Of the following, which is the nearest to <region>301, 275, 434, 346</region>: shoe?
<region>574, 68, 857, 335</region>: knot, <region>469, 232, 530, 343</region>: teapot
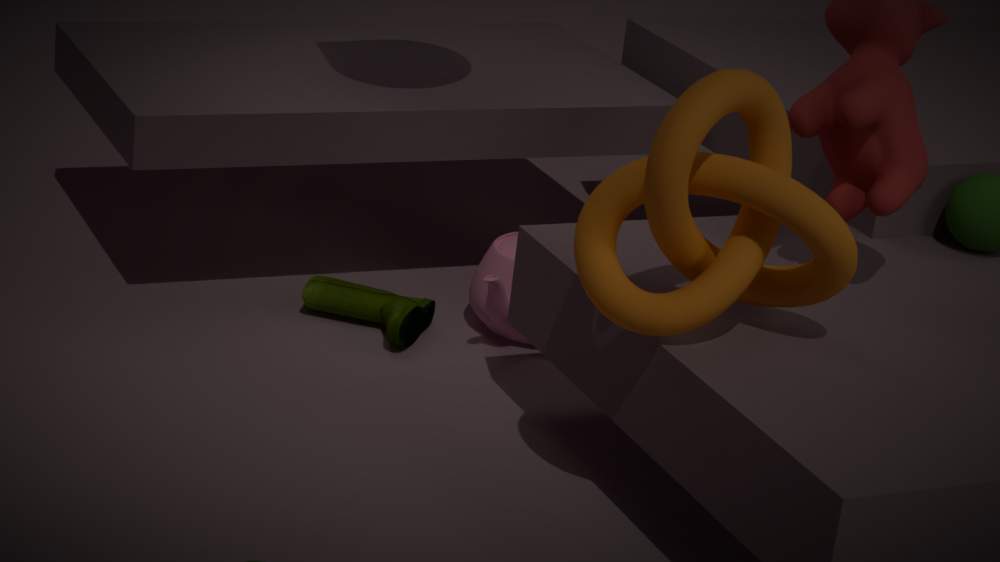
<region>469, 232, 530, 343</region>: teapot
